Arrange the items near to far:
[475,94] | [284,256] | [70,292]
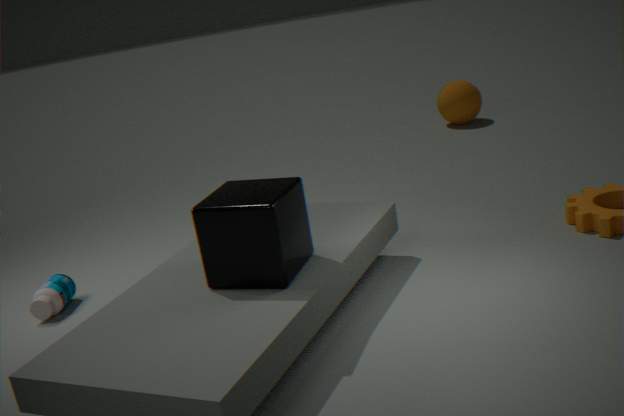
1. [284,256]
2. [70,292]
3. [475,94]
